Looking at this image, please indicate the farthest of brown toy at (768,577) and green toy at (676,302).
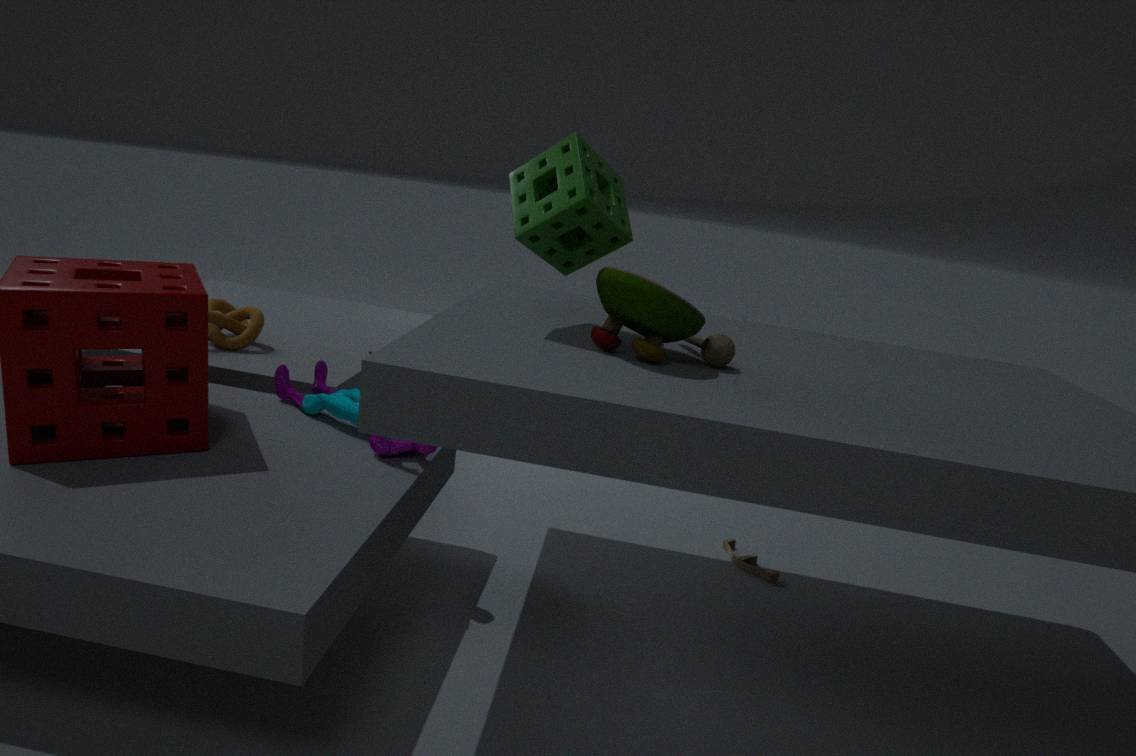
brown toy at (768,577)
